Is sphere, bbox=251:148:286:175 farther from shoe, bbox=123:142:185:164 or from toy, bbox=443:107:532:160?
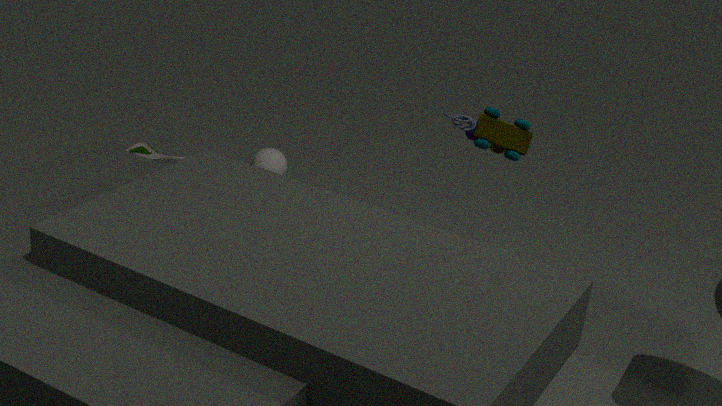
toy, bbox=443:107:532:160
